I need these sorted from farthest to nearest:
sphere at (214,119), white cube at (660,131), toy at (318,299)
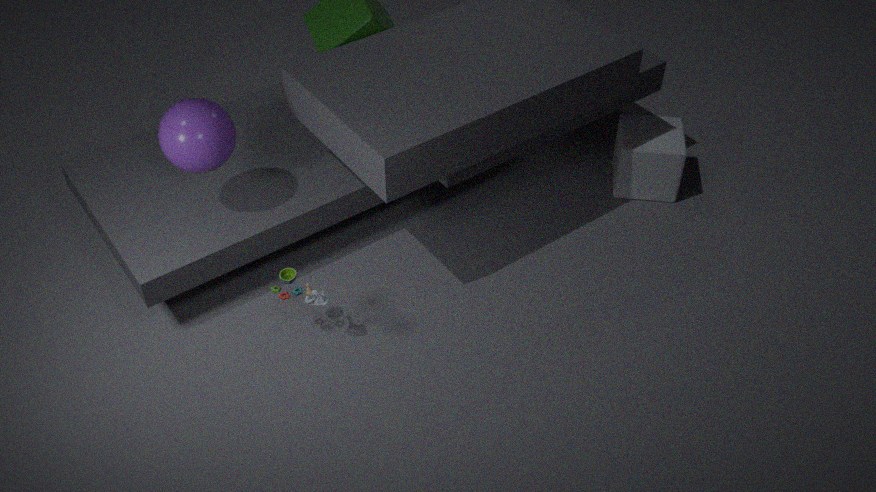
white cube at (660,131) < toy at (318,299) < sphere at (214,119)
